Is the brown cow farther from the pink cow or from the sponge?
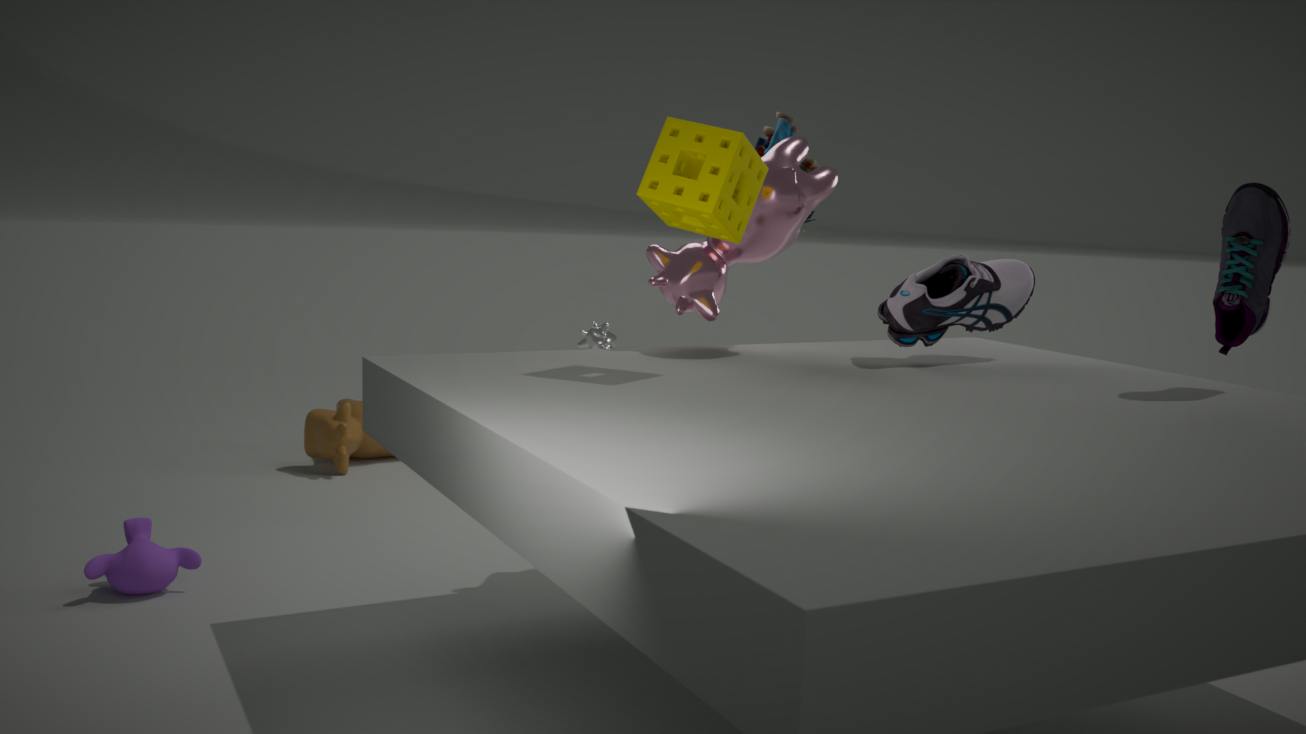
the sponge
